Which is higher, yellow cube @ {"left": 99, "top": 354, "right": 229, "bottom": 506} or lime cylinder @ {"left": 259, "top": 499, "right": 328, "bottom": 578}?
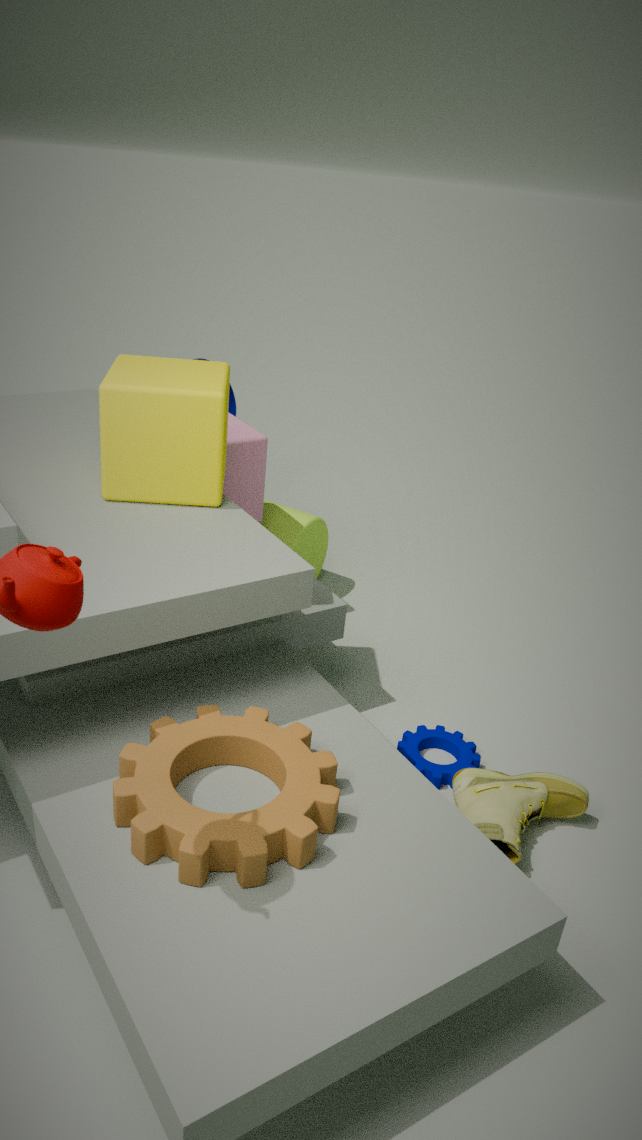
yellow cube @ {"left": 99, "top": 354, "right": 229, "bottom": 506}
